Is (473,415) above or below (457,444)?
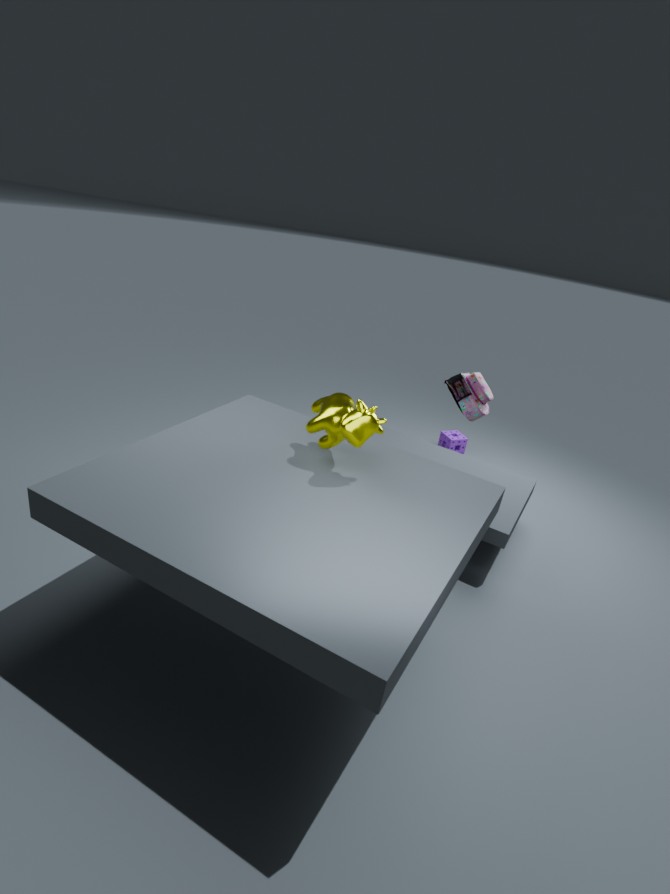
above
